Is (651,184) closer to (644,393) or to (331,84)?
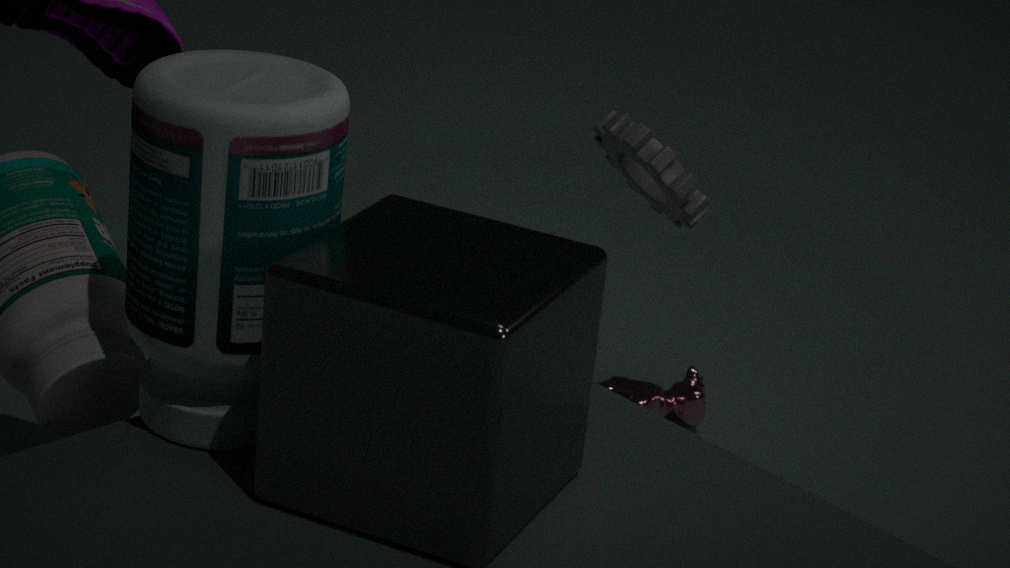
(644,393)
